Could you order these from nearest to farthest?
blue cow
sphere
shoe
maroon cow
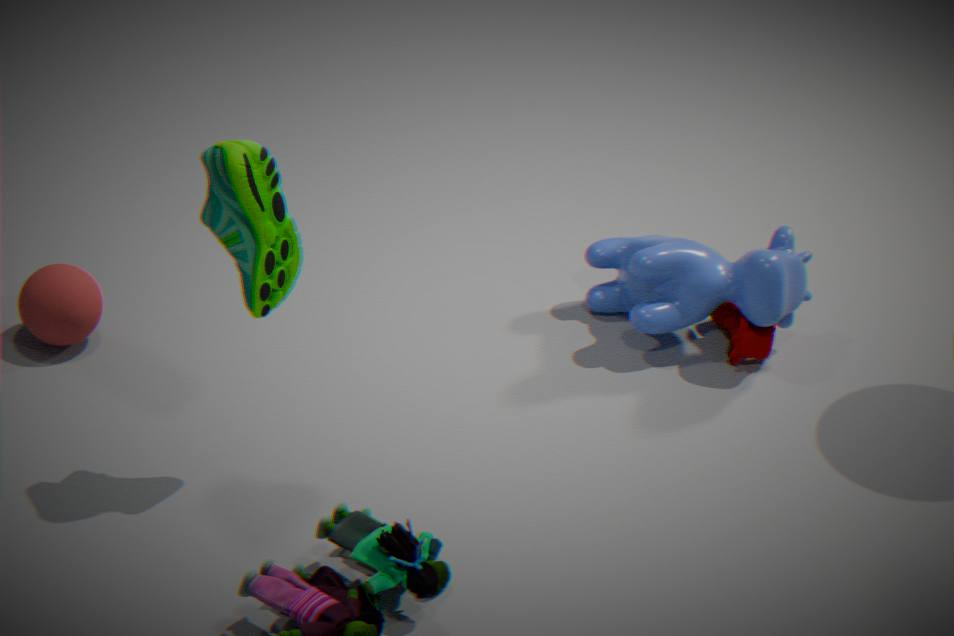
shoe
sphere
blue cow
maroon cow
